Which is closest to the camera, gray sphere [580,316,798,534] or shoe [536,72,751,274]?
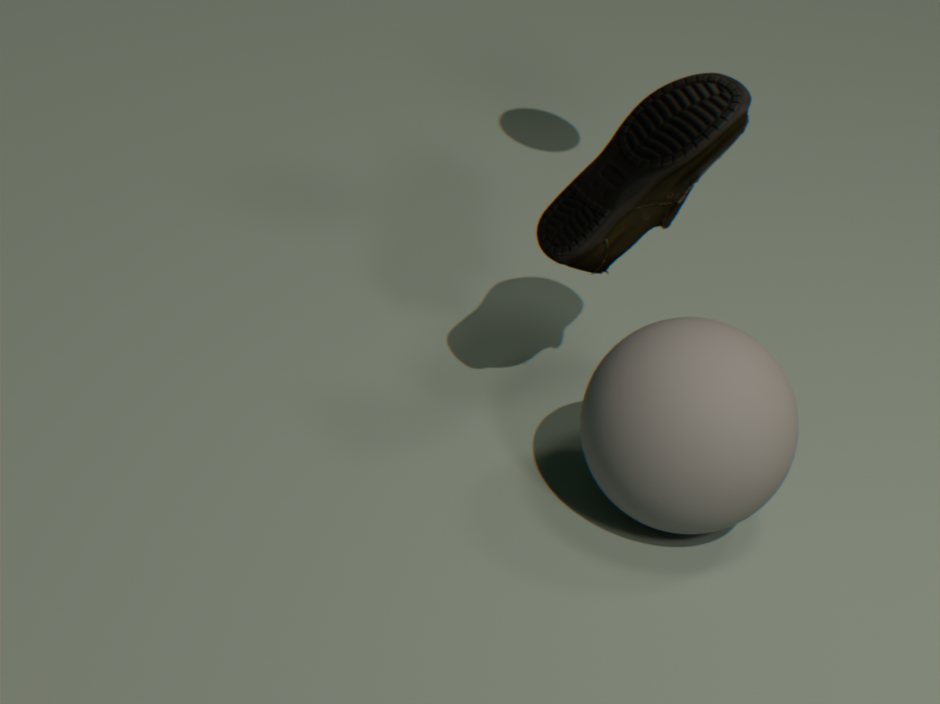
gray sphere [580,316,798,534]
